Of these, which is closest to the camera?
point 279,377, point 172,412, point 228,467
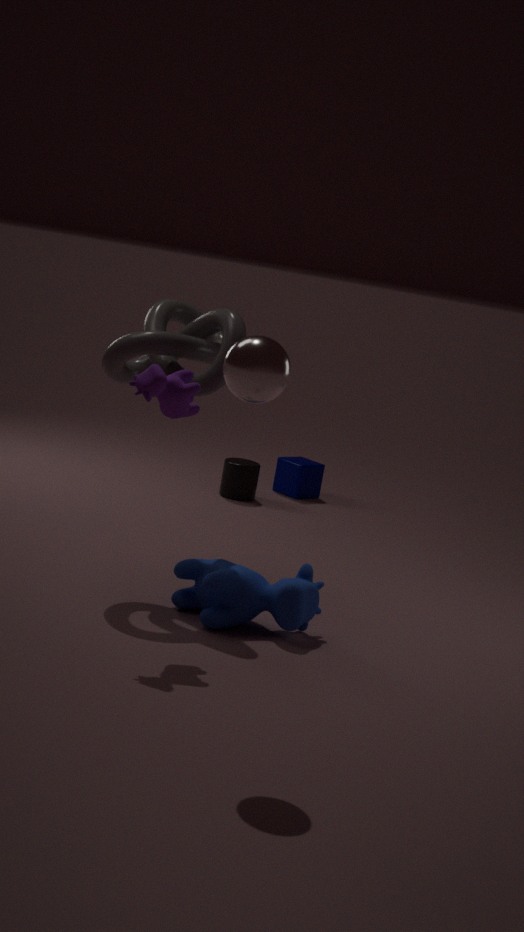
point 279,377
